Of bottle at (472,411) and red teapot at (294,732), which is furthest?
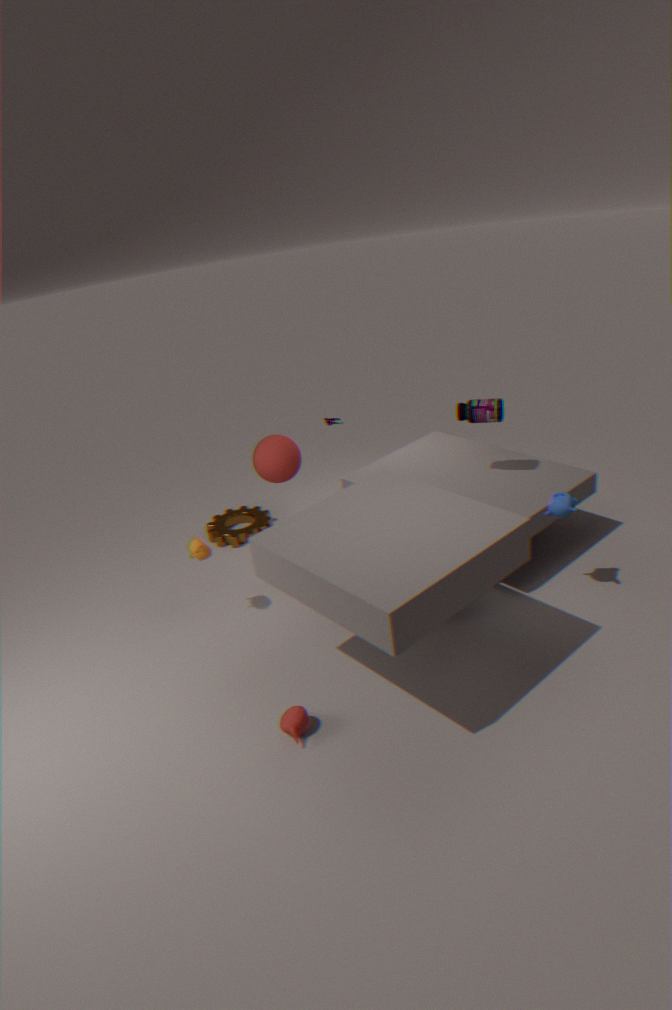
bottle at (472,411)
